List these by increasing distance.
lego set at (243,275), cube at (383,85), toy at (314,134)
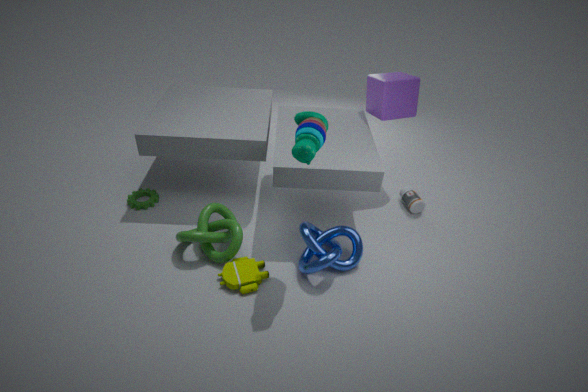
toy at (314,134)
lego set at (243,275)
cube at (383,85)
